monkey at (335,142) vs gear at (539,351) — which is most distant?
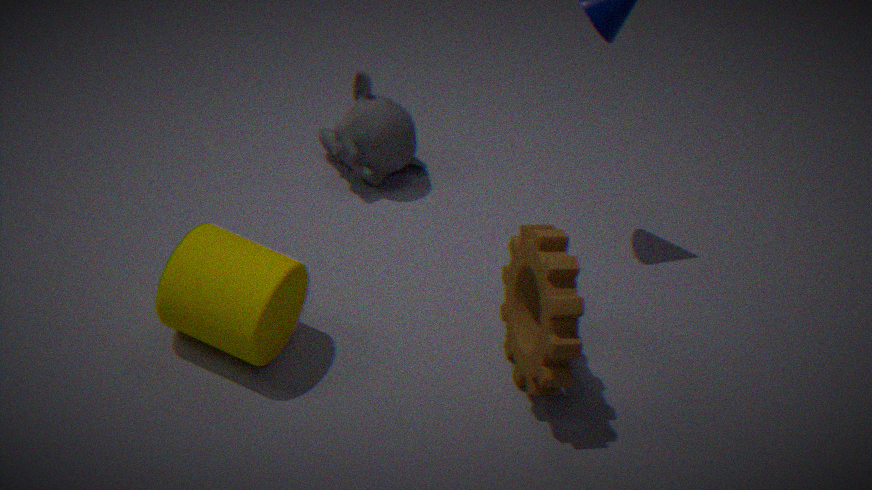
monkey at (335,142)
